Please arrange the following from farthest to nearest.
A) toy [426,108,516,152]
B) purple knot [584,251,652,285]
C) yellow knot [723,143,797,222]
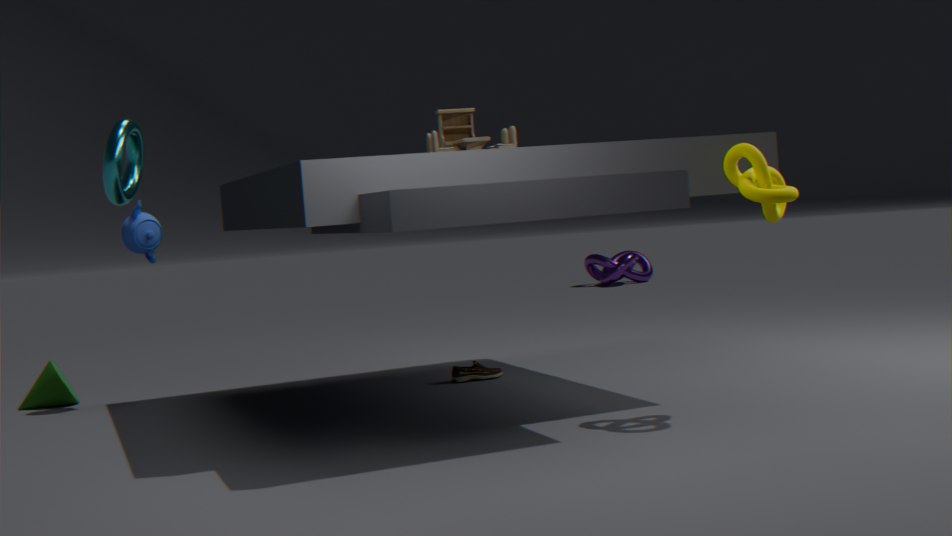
purple knot [584,251,652,285] → toy [426,108,516,152] → yellow knot [723,143,797,222]
